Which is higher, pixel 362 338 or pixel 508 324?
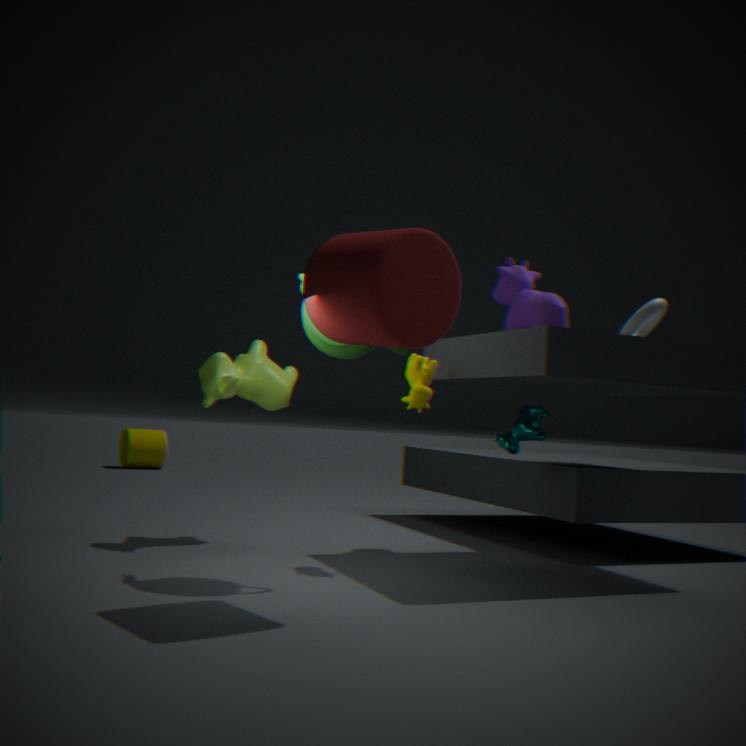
pixel 508 324
